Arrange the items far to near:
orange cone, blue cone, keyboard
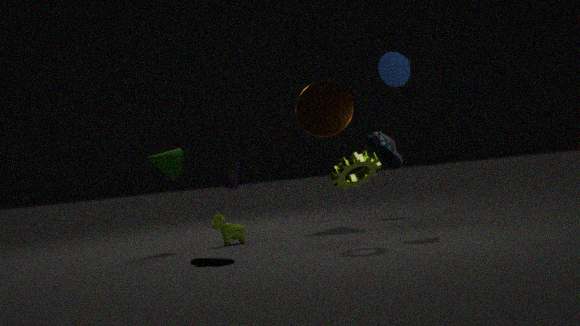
orange cone
blue cone
keyboard
